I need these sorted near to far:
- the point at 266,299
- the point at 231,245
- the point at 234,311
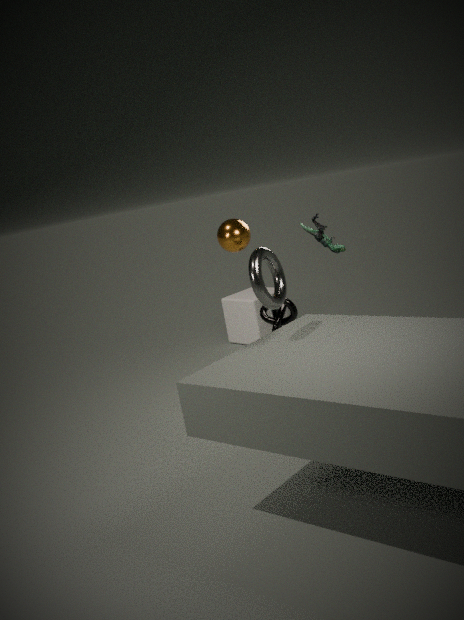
1. the point at 266,299
2. the point at 231,245
3. the point at 234,311
